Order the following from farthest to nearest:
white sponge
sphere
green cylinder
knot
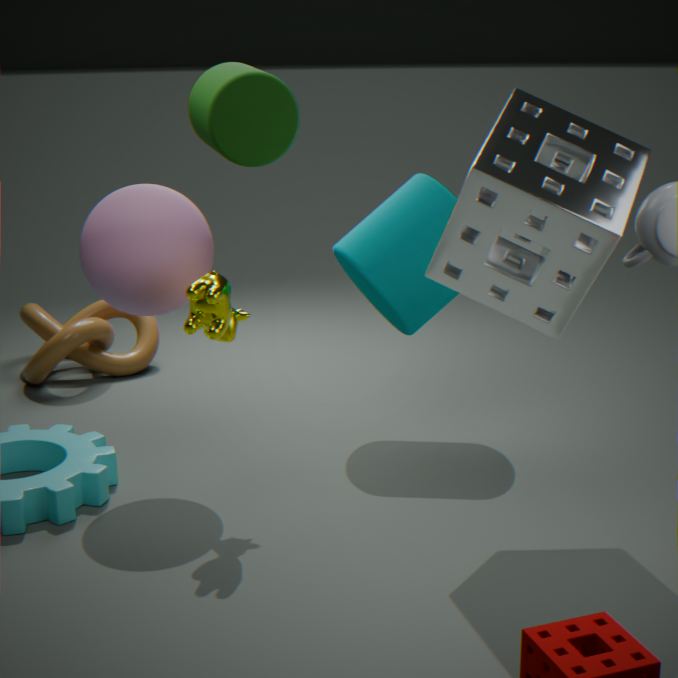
knot
sphere
white sponge
green cylinder
